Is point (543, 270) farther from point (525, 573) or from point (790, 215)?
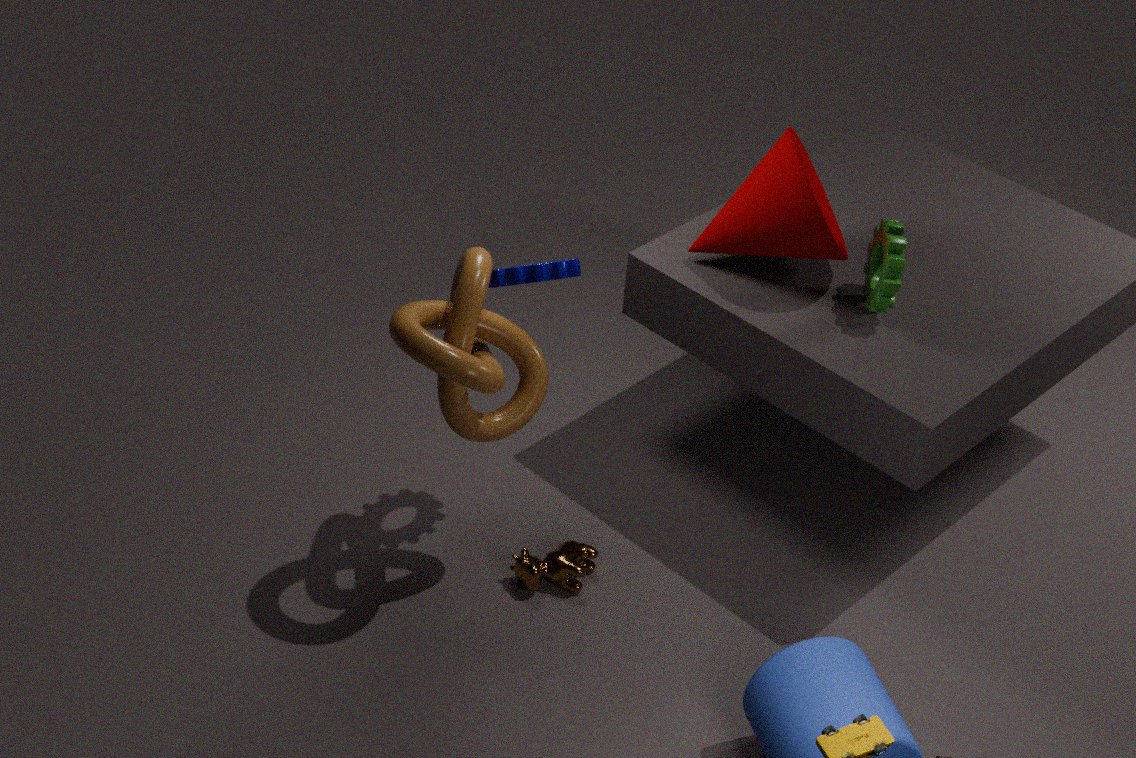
point (525, 573)
